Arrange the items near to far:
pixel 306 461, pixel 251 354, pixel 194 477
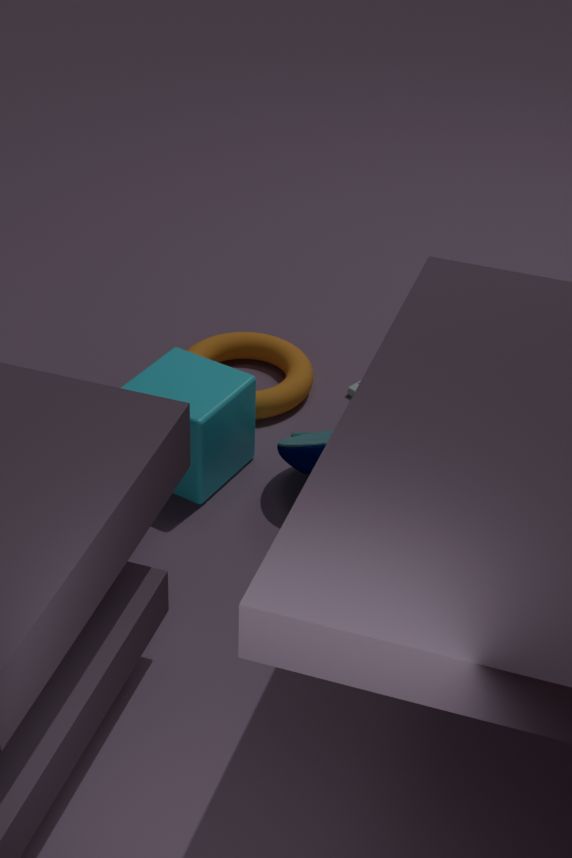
pixel 306 461 < pixel 194 477 < pixel 251 354
